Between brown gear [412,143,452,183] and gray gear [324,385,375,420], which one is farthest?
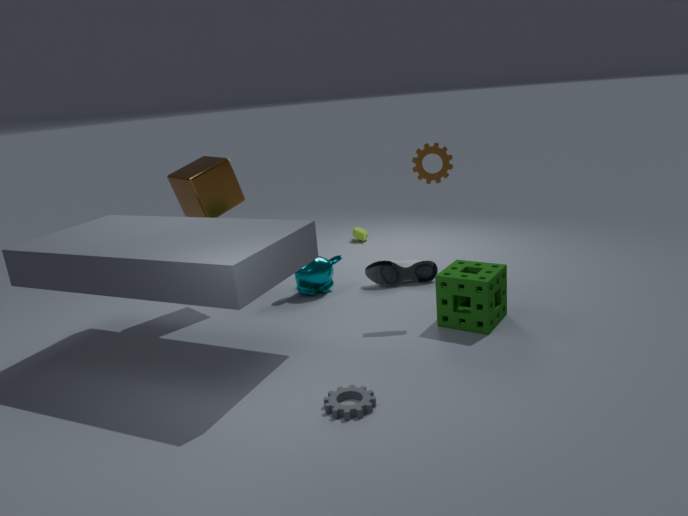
brown gear [412,143,452,183]
